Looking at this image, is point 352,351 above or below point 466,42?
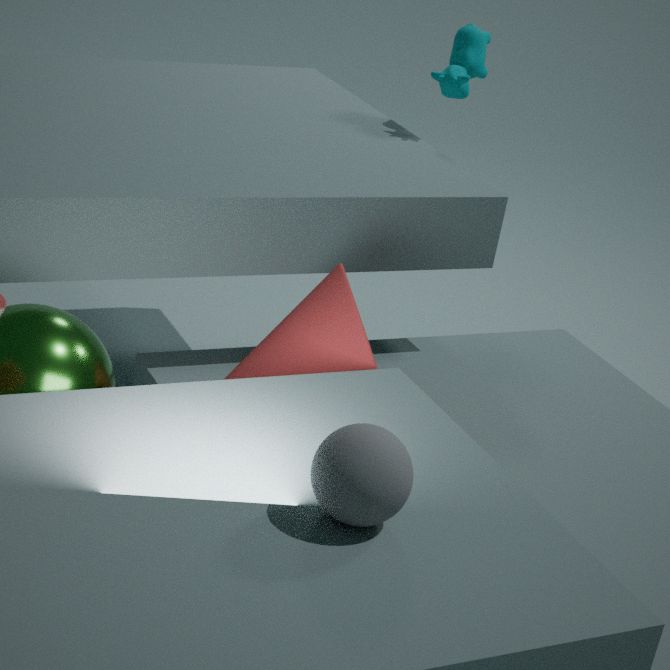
below
